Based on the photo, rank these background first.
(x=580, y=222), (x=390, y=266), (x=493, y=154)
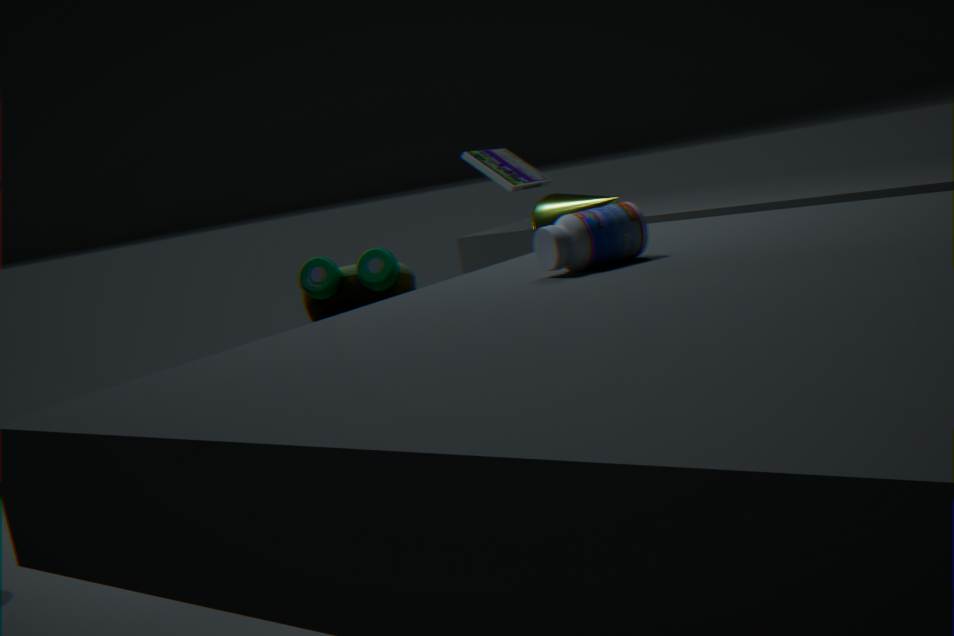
(x=493, y=154), (x=390, y=266), (x=580, y=222)
